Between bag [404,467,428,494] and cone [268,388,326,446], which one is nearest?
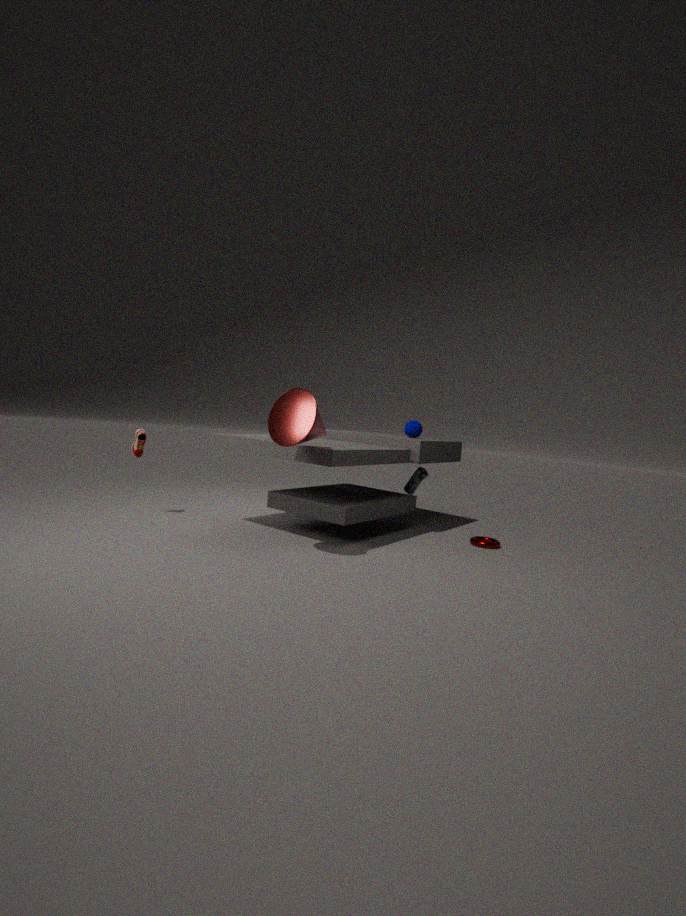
cone [268,388,326,446]
